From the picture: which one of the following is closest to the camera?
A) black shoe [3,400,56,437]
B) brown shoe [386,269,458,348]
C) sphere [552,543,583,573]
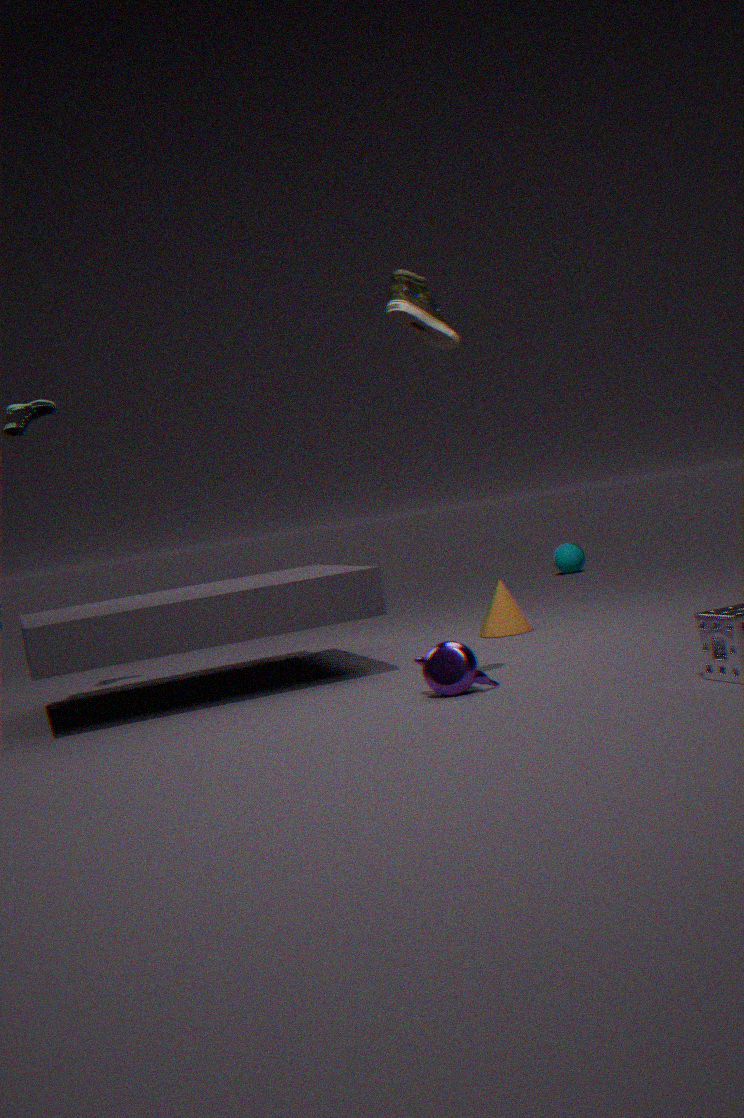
B. brown shoe [386,269,458,348]
